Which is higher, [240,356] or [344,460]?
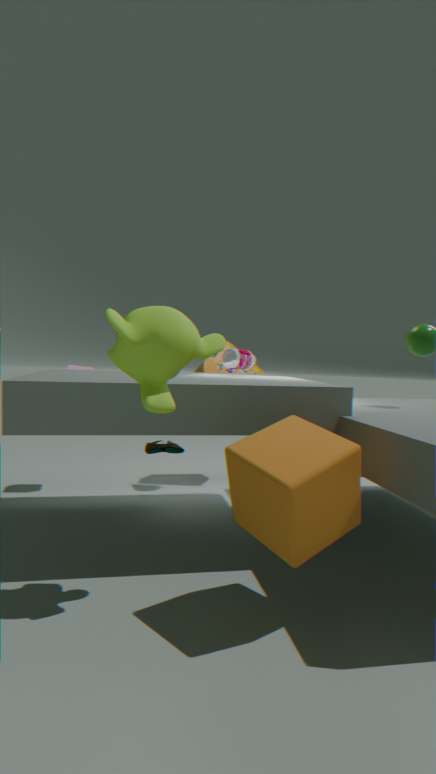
[240,356]
